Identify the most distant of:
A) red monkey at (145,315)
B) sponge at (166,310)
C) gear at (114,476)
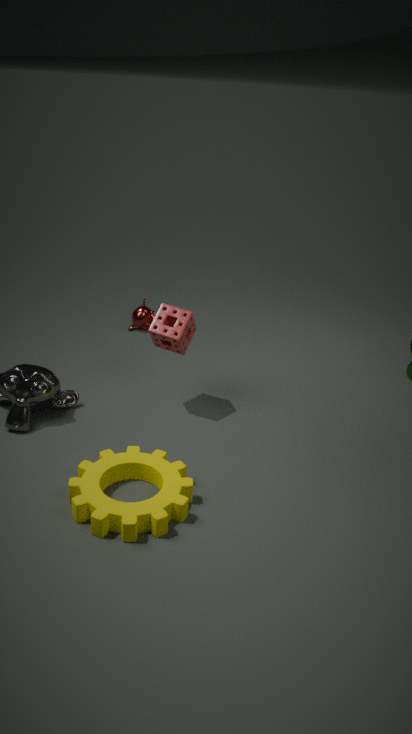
red monkey at (145,315)
